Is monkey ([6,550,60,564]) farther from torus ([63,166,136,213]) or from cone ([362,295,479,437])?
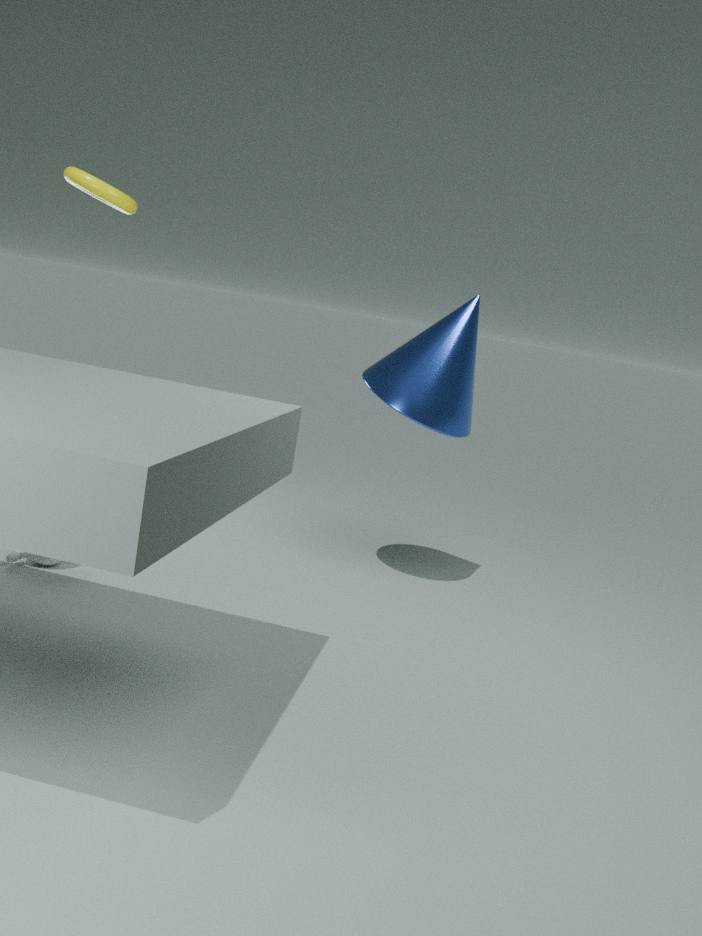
torus ([63,166,136,213])
